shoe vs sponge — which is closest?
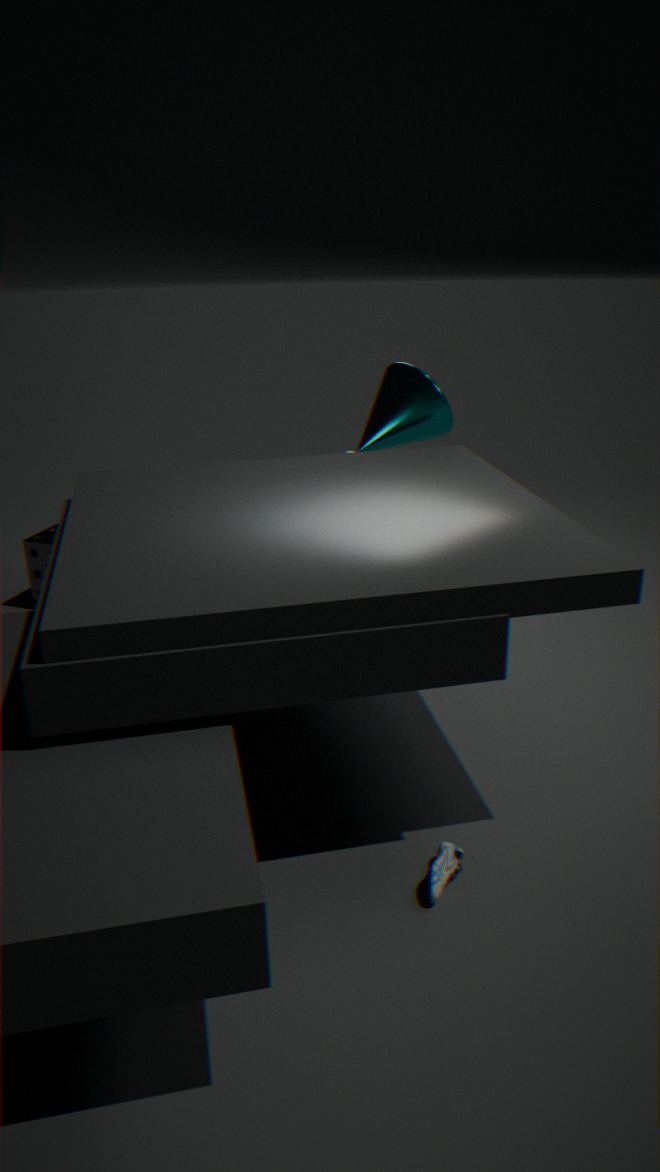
shoe
